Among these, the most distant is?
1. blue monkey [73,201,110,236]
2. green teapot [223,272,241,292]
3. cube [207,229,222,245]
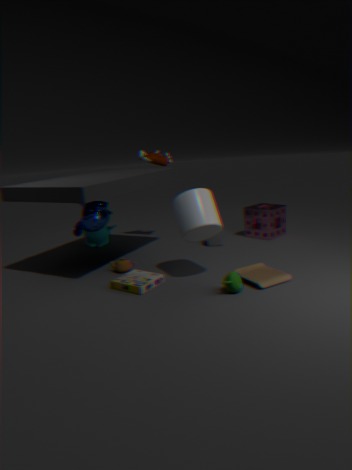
cube [207,229,222,245]
